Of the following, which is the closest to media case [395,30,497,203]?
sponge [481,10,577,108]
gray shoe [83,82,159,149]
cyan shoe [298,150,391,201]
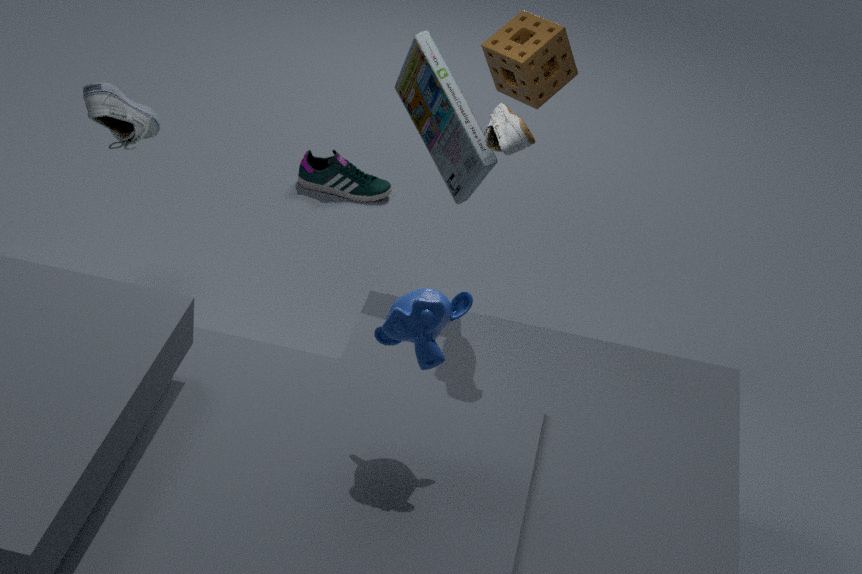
sponge [481,10,577,108]
